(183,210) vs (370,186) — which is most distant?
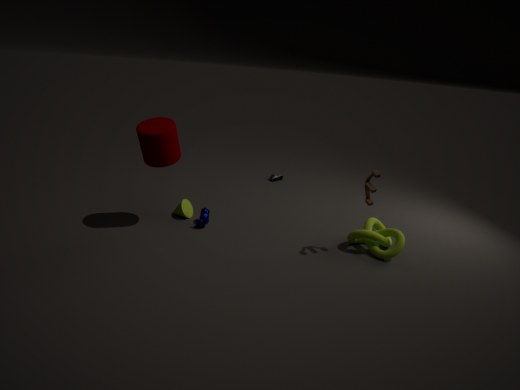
(183,210)
